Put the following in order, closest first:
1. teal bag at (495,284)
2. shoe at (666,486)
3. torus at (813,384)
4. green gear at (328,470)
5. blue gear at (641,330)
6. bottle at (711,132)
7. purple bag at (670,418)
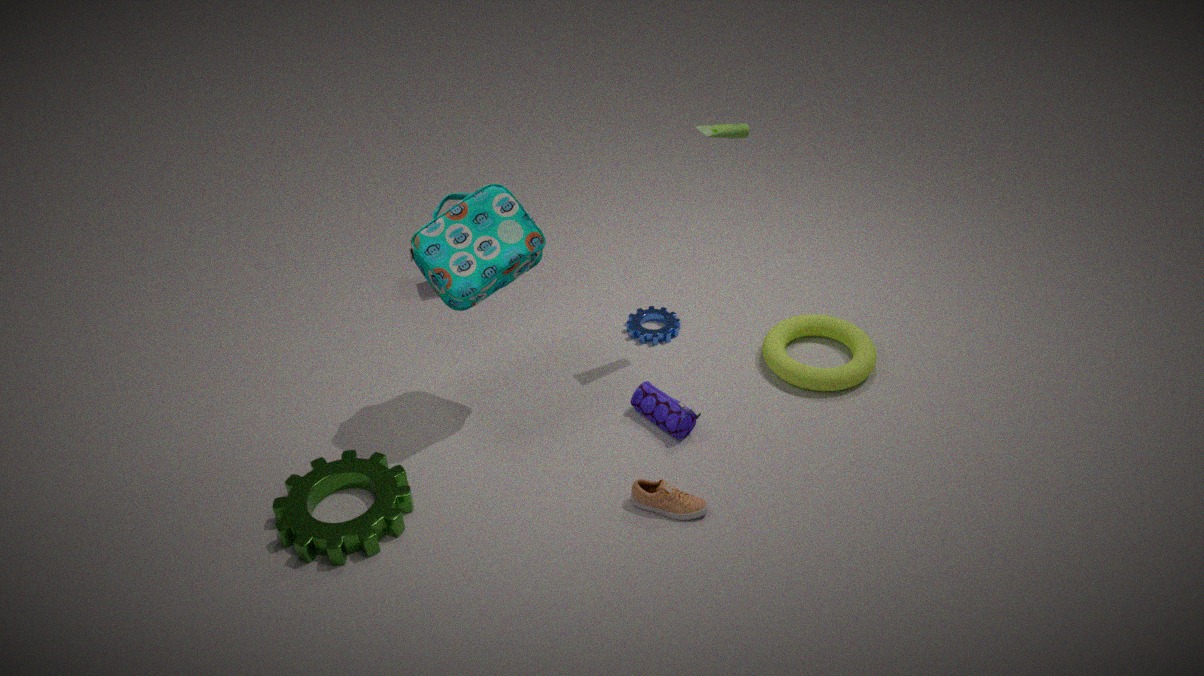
green gear at (328,470), shoe at (666,486), teal bag at (495,284), bottle at (711,132), purple bag at (670,418), torus at (813,384), blue gear at (641,330)
